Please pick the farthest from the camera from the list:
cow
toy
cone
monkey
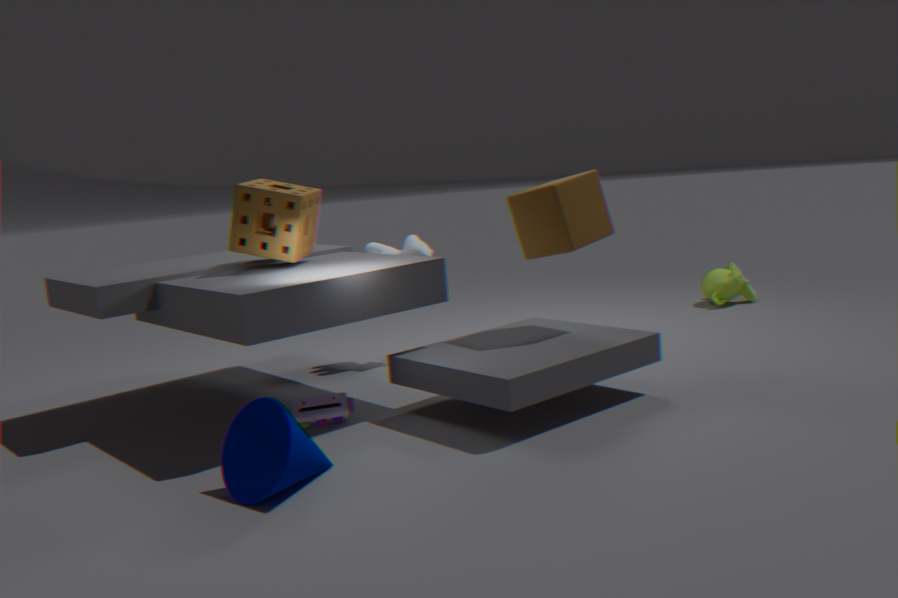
monkey
